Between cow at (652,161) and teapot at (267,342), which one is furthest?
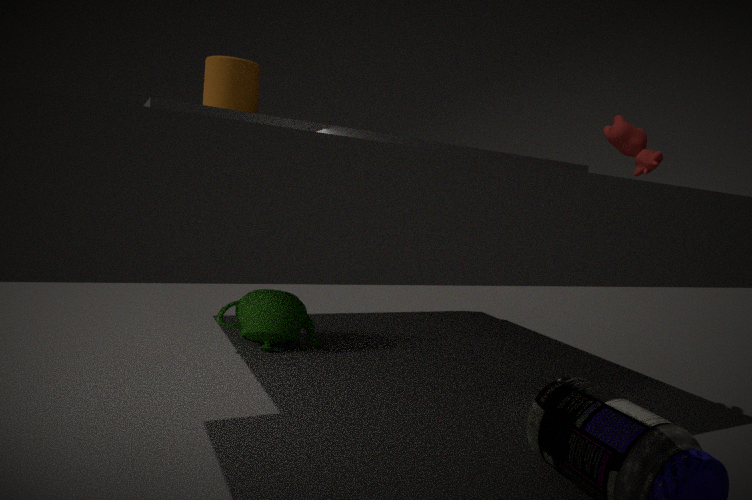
teapot at (267,342)
